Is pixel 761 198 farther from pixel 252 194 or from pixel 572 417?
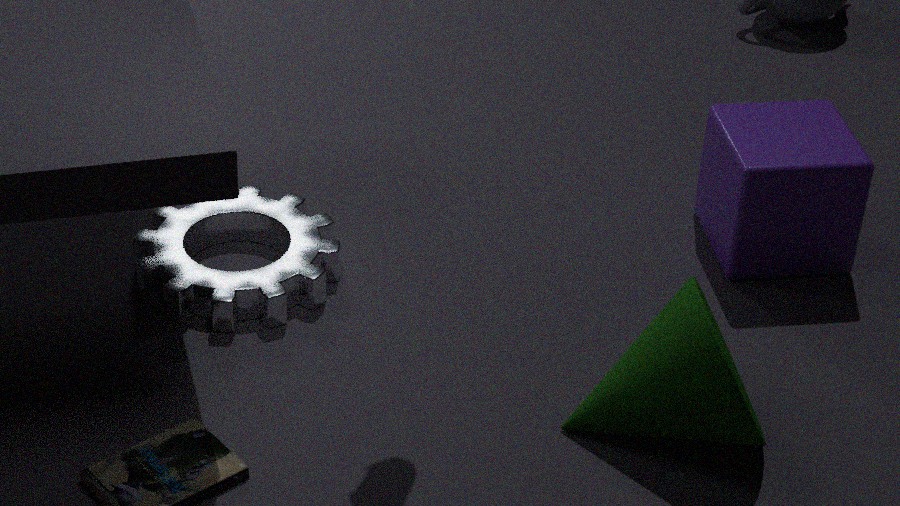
pixel 252 194
